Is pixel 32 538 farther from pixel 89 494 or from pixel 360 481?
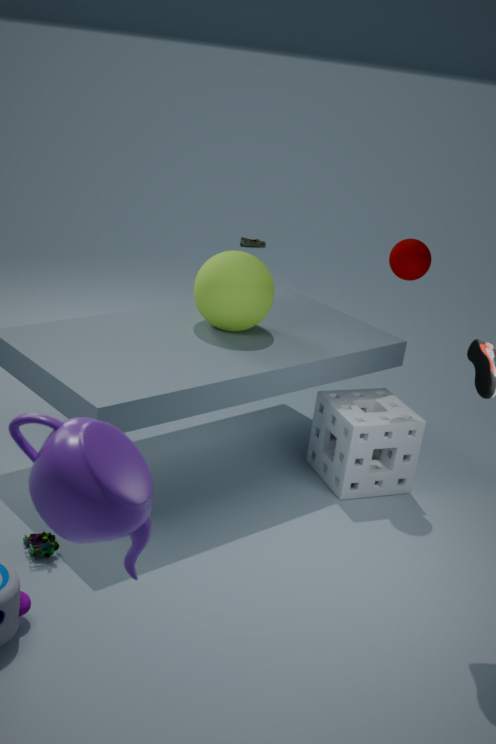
pixel 360 481
